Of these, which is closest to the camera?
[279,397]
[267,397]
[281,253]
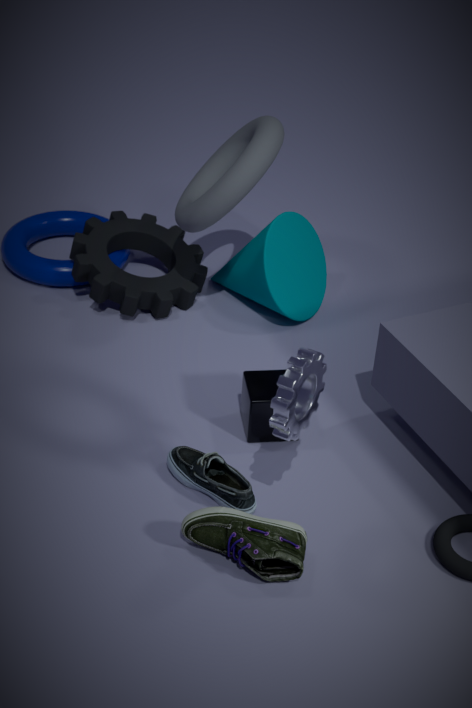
[279,397]
